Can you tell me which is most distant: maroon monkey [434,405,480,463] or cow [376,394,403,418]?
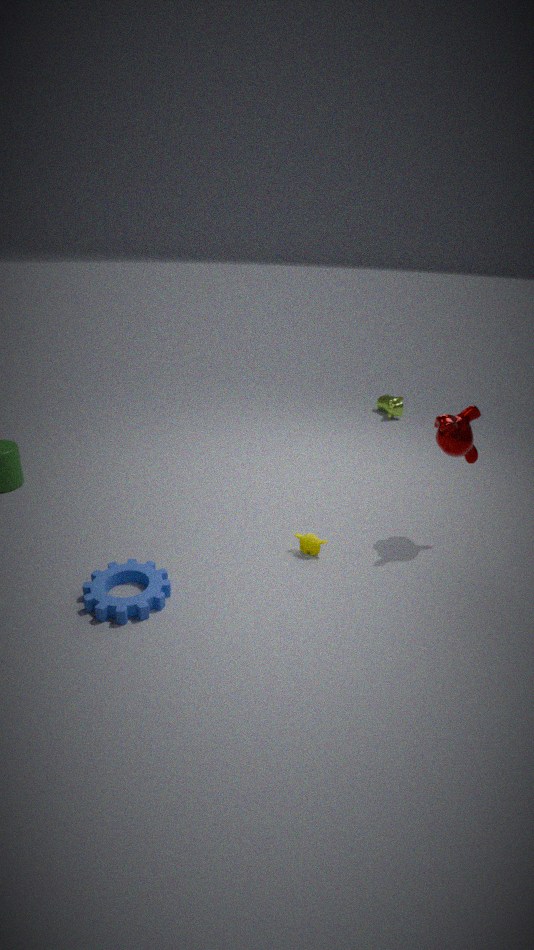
cow [376,394,403,418]
